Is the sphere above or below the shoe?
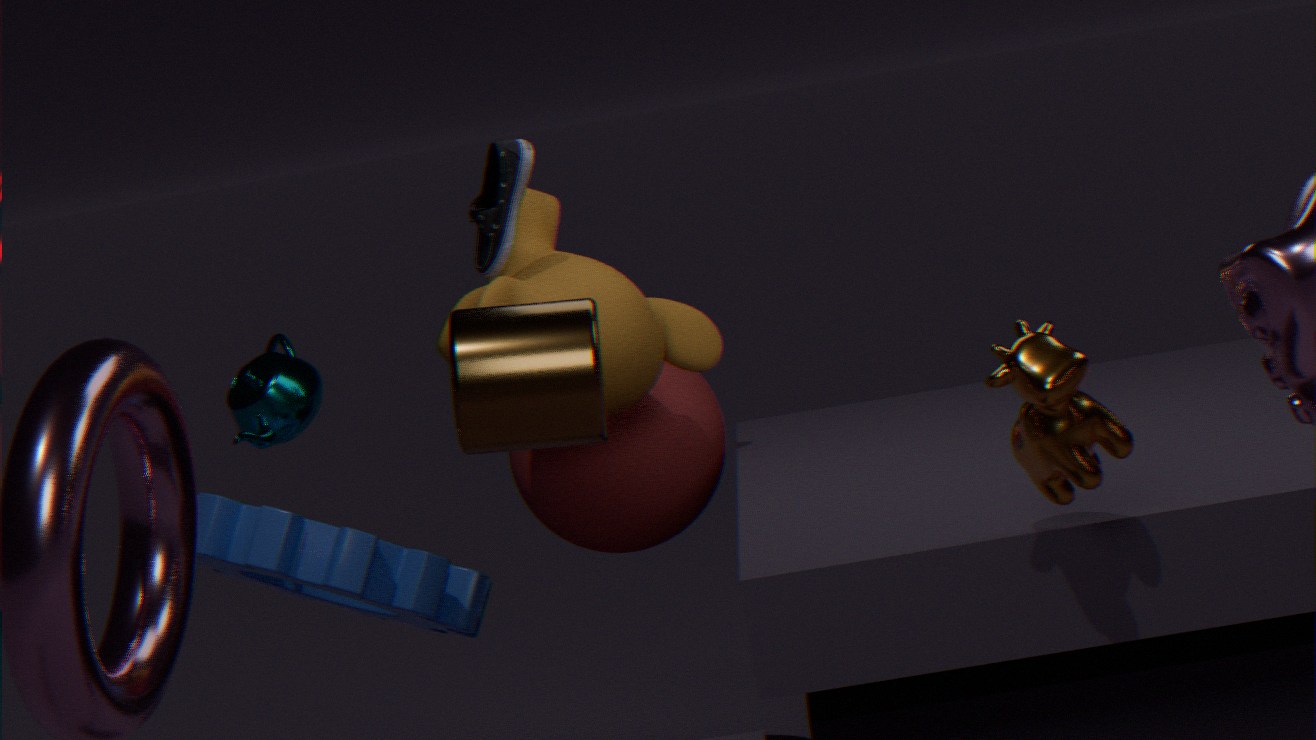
below
